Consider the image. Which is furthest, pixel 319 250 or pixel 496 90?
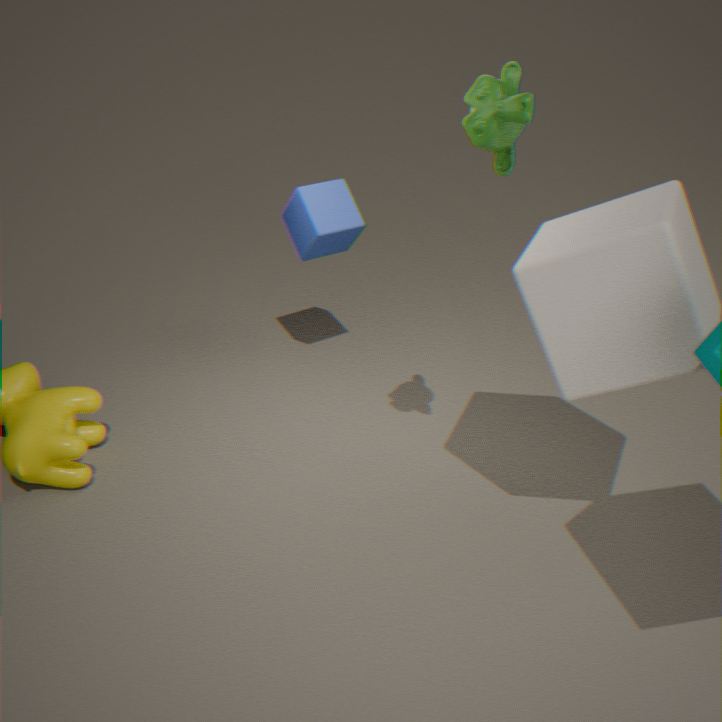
pixel 319 250
